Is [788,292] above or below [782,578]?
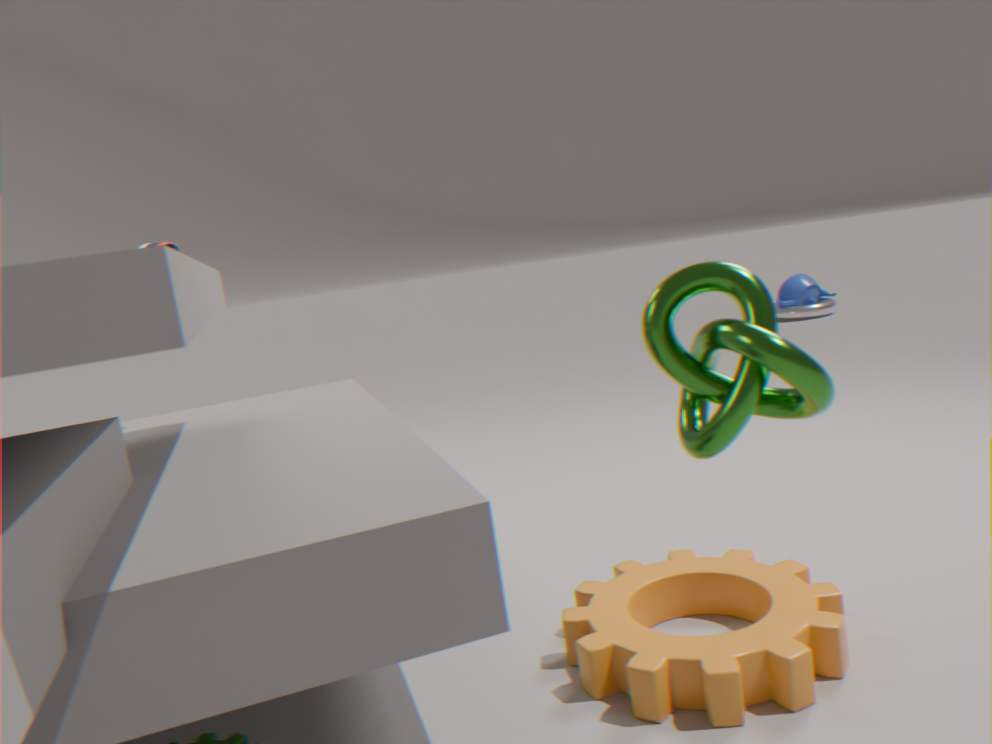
above
